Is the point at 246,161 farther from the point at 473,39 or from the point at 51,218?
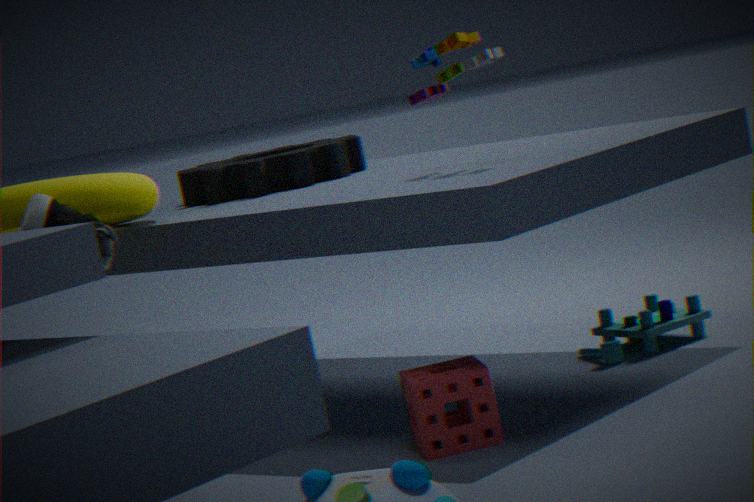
the point at 473,39
